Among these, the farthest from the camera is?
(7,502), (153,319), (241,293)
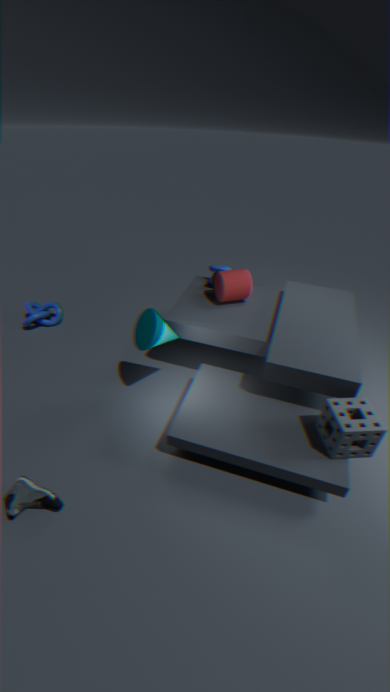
(241,293)
